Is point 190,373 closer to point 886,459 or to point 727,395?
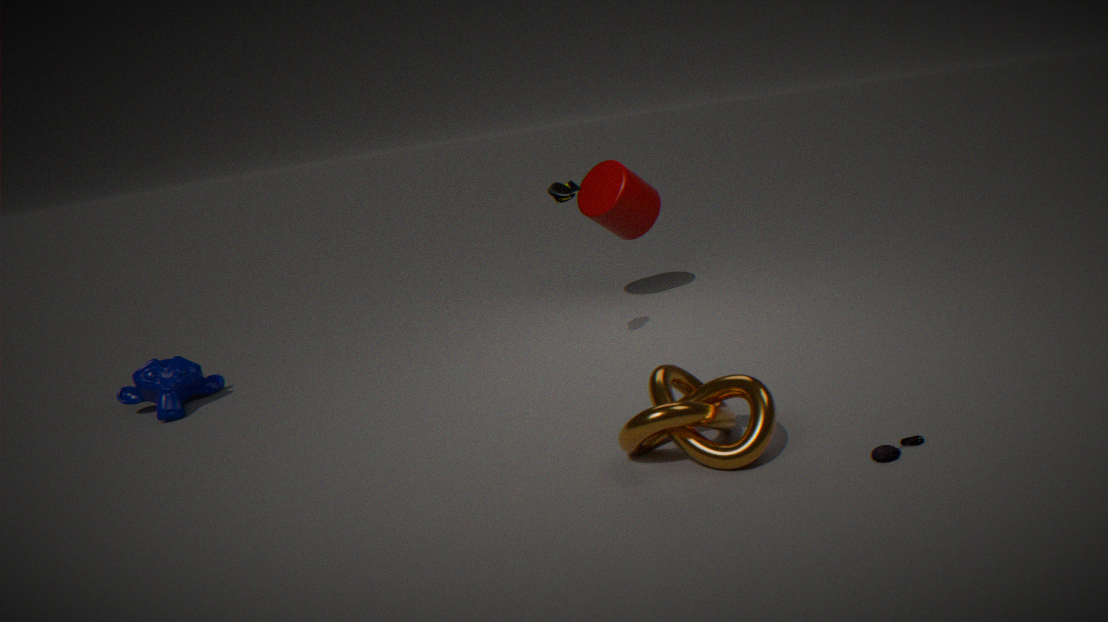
point 727,395
